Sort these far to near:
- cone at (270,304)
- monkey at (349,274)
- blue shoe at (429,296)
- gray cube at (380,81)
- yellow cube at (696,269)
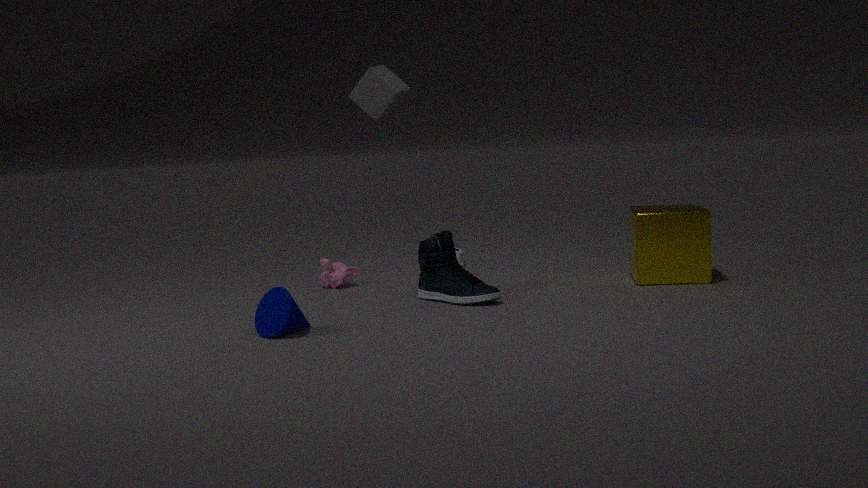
1. monkey at (349,274)
2. yellow cube at (696,269)
3. blue shoe at (429,296)
4. gray cube at (380,81)
5. cone at (270,304)
